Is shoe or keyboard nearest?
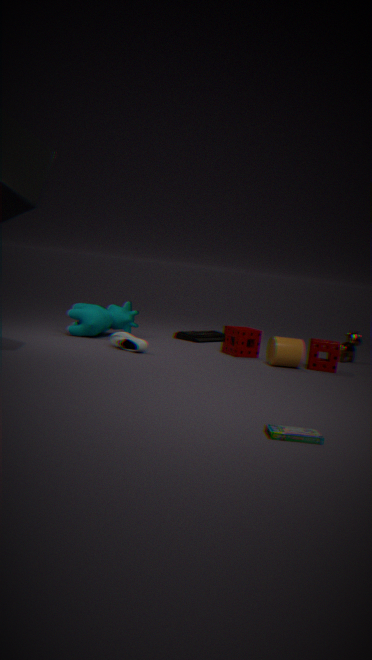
shoe
